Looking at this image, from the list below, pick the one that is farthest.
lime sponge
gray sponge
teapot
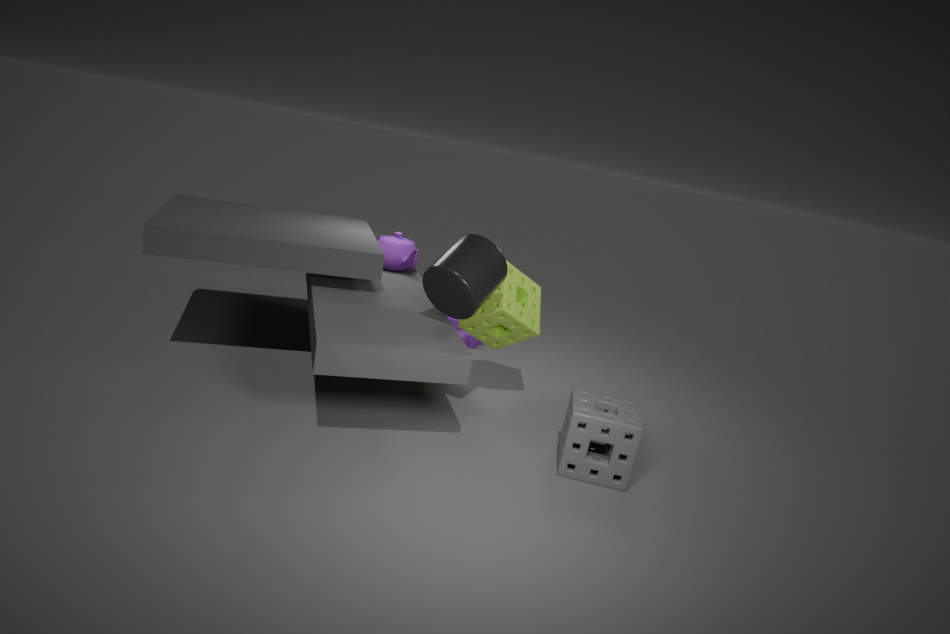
teapot
